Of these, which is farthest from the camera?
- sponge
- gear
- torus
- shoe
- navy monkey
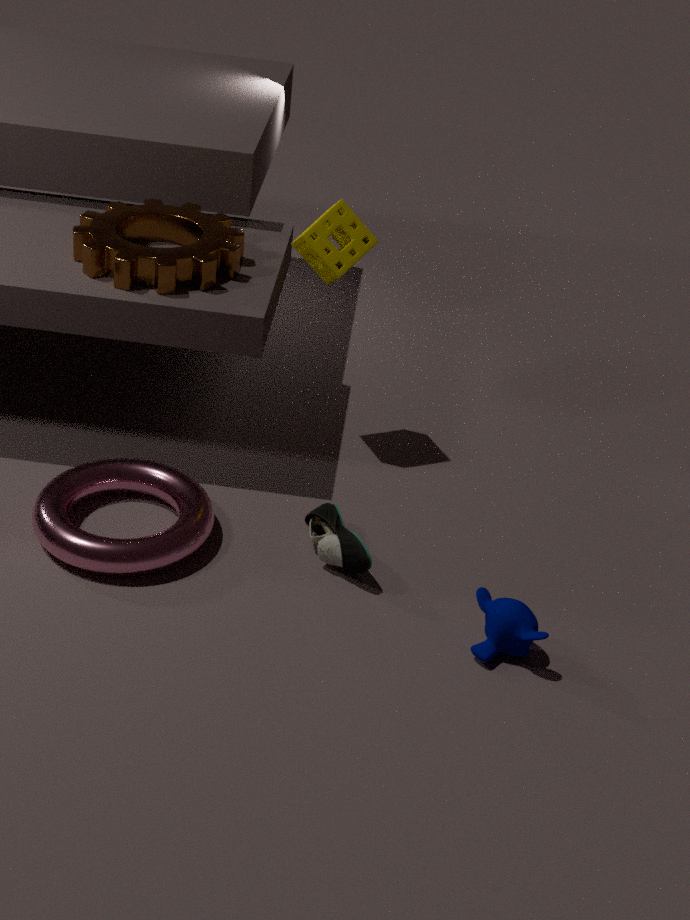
sponge
